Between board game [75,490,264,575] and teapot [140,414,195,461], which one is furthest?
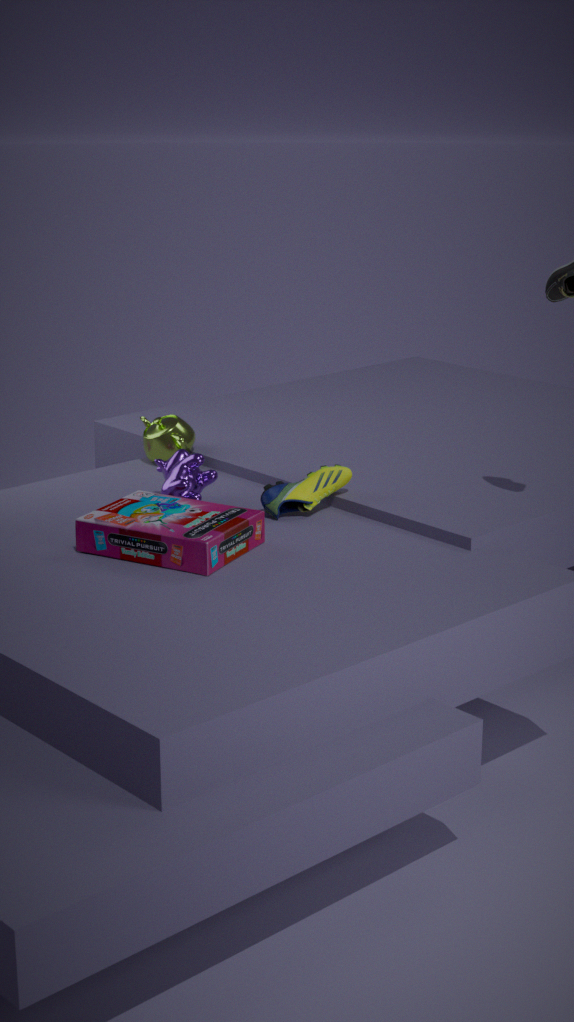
teapot [140,414,195,461]
